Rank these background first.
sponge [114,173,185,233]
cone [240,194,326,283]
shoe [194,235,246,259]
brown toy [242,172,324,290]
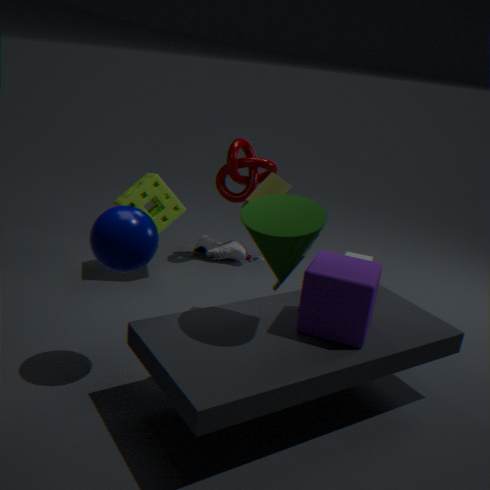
1. shoe [194,235,246,259]
2. sponge [114,173,185,233]
3. brown toy [242,172,324,290]
4. cone [240,194,326,283]
